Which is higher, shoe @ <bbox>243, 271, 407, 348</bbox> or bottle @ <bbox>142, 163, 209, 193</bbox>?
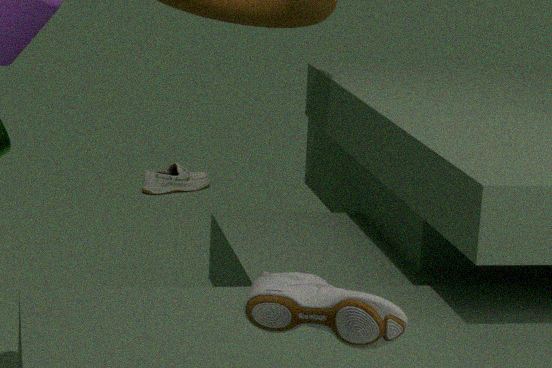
shoe @ <bbox>243, 271, 407, 348</bbox>
